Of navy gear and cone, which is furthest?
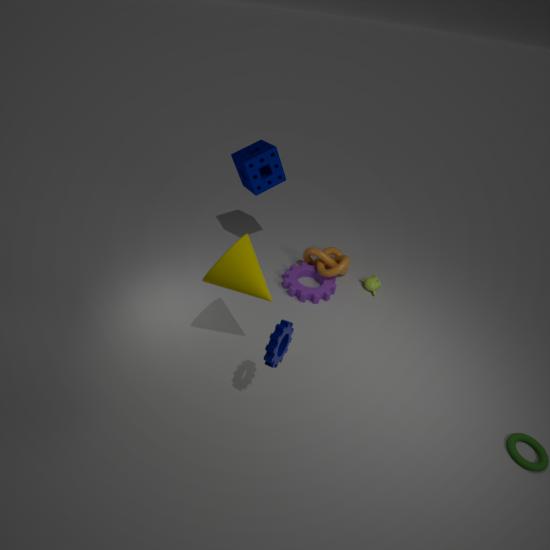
cone
